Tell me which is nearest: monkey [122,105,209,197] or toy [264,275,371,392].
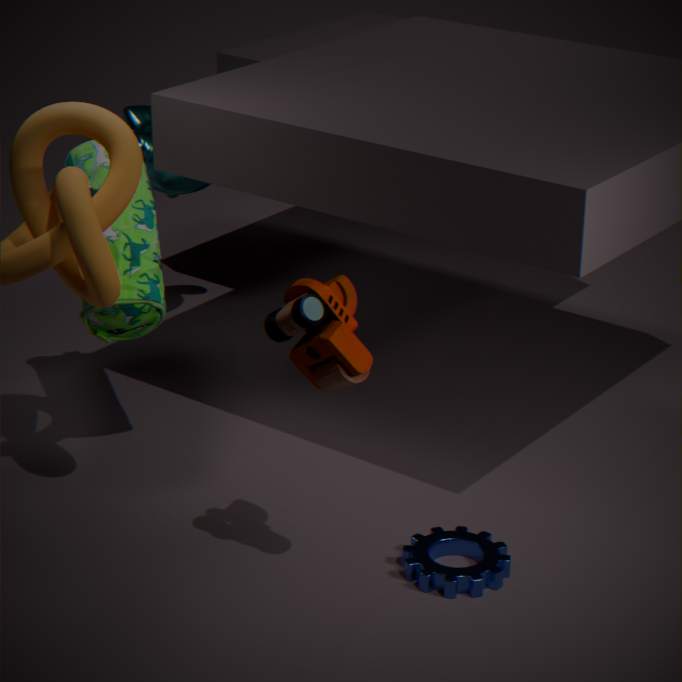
toy [264,275,371,392]
